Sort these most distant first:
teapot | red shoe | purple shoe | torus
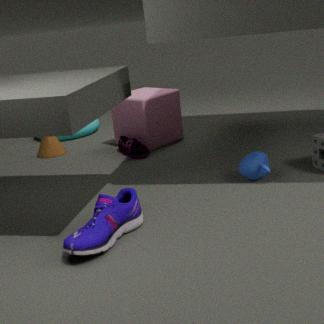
torus, red shoe, teapot, purple shoe
